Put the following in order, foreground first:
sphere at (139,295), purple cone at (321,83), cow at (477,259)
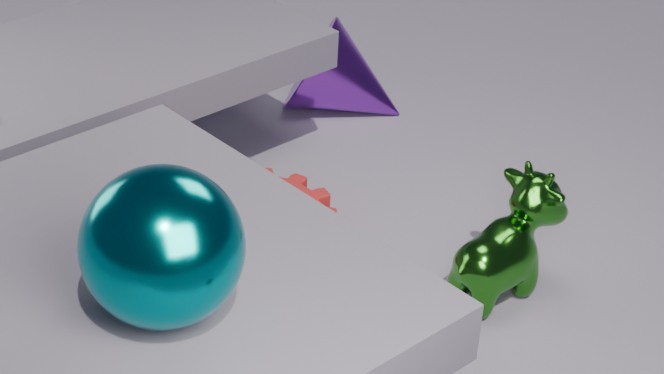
sphere at (139,295), cow at (477,259), purple cone at (321,83)
